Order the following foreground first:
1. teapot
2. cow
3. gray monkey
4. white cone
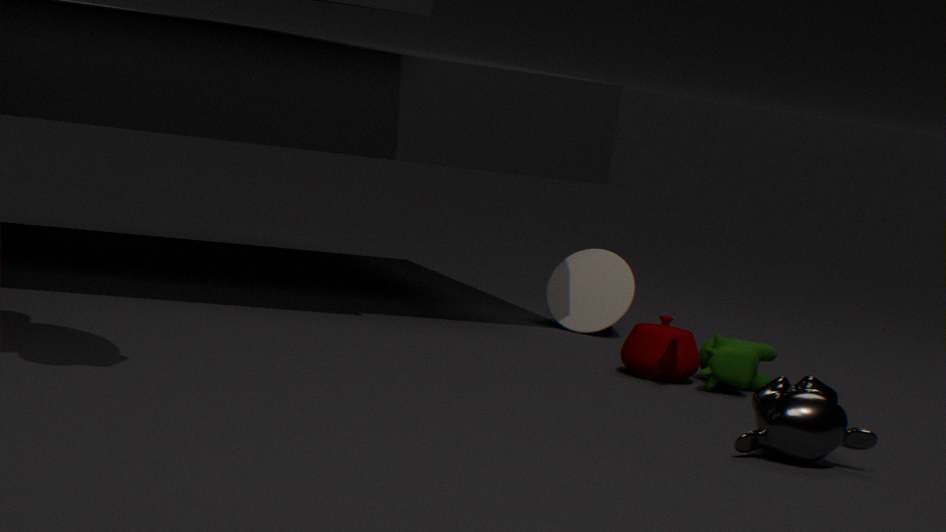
gray monkey → cow → teapot → white cone
